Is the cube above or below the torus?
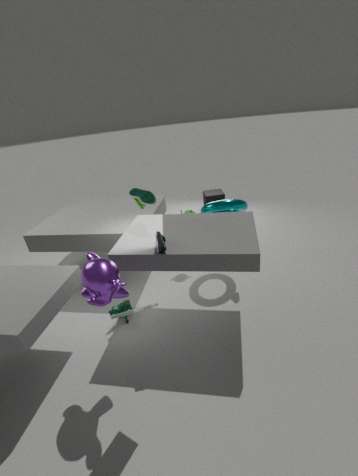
below
